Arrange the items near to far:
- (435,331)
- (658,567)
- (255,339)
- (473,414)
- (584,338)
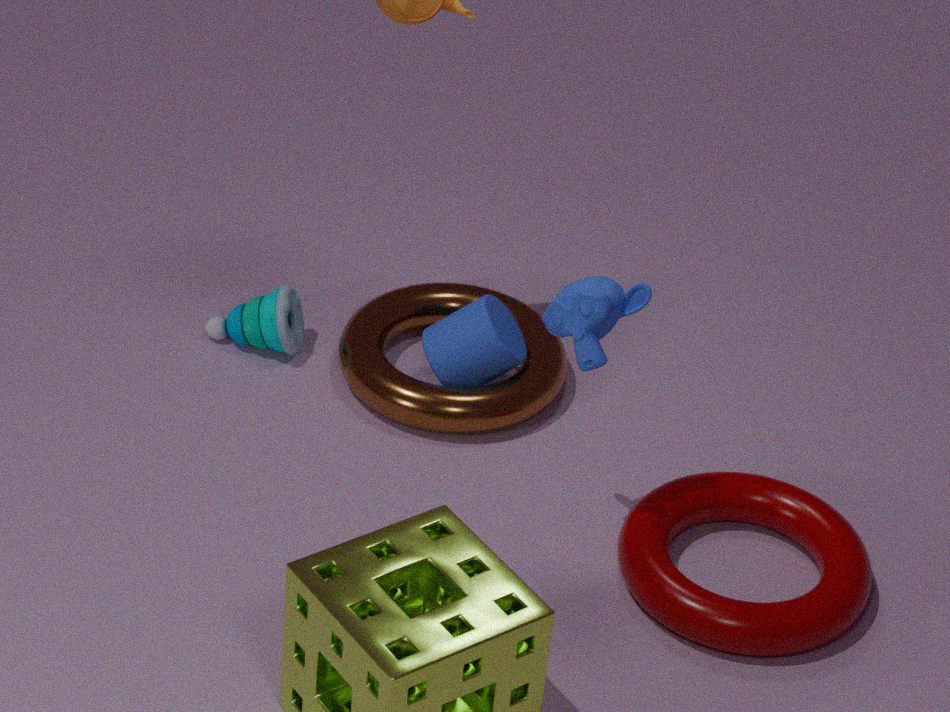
(584,338) → (658,567) → (473,414) → (435,331) → (255,339)
